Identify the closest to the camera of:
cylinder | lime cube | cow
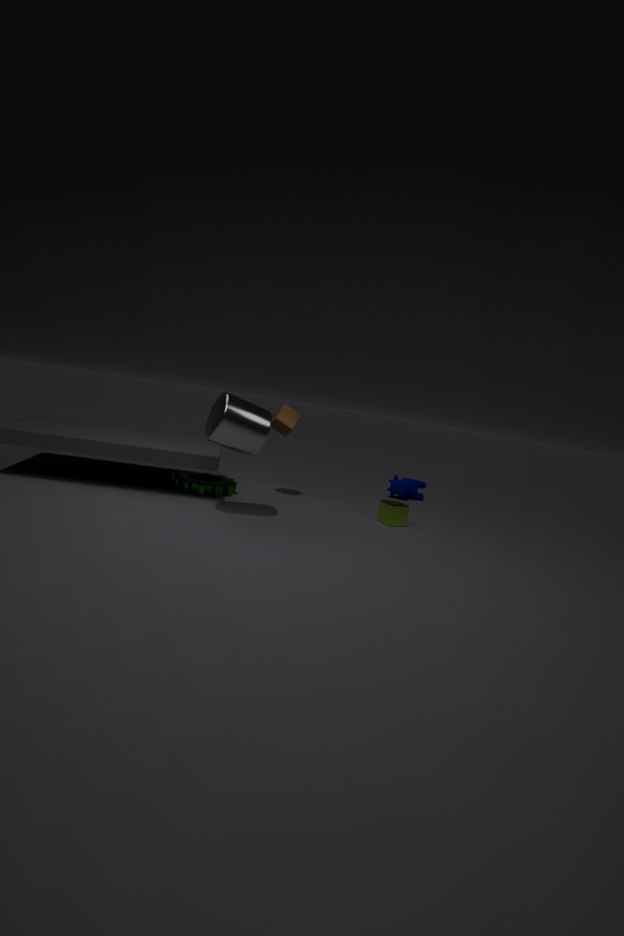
cylinder
